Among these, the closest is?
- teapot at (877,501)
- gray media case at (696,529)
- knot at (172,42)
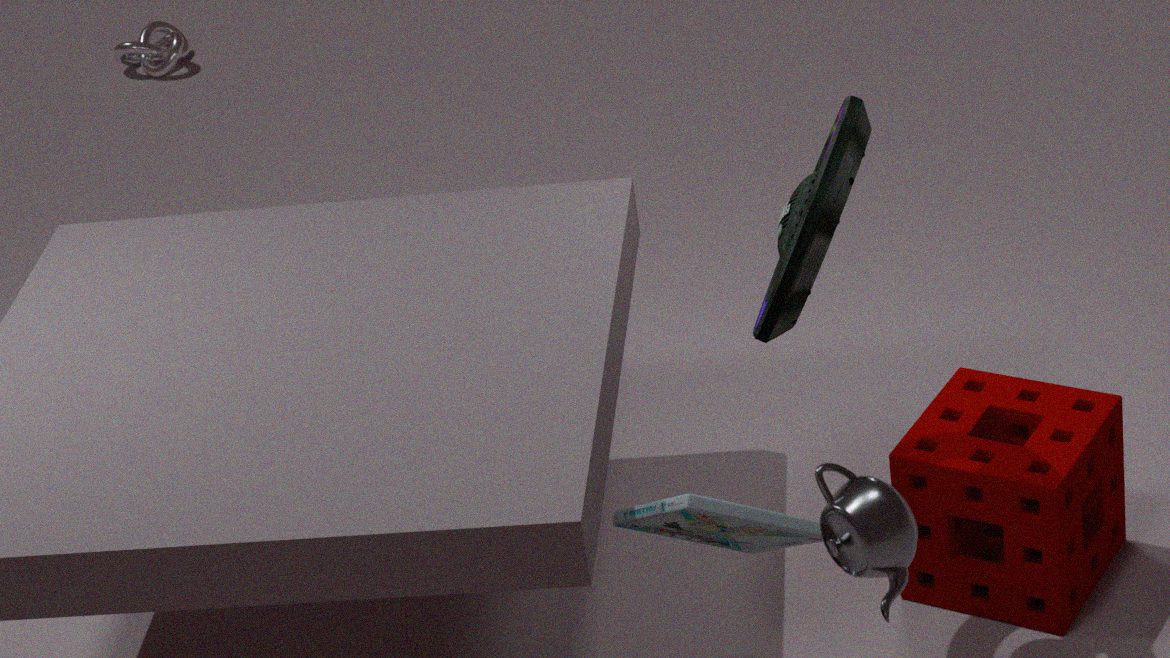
teapot at (877,501)
